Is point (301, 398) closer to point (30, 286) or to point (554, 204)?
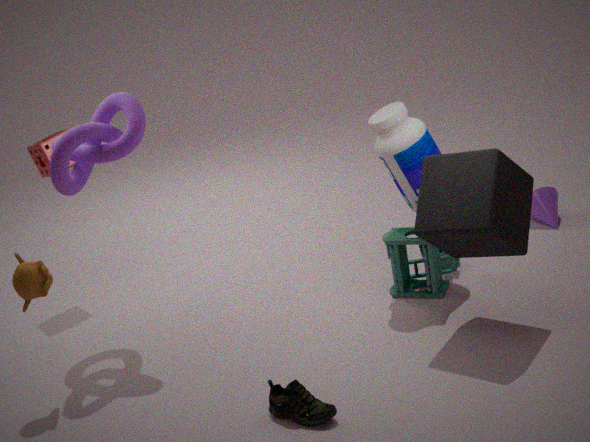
point (30, 286)
